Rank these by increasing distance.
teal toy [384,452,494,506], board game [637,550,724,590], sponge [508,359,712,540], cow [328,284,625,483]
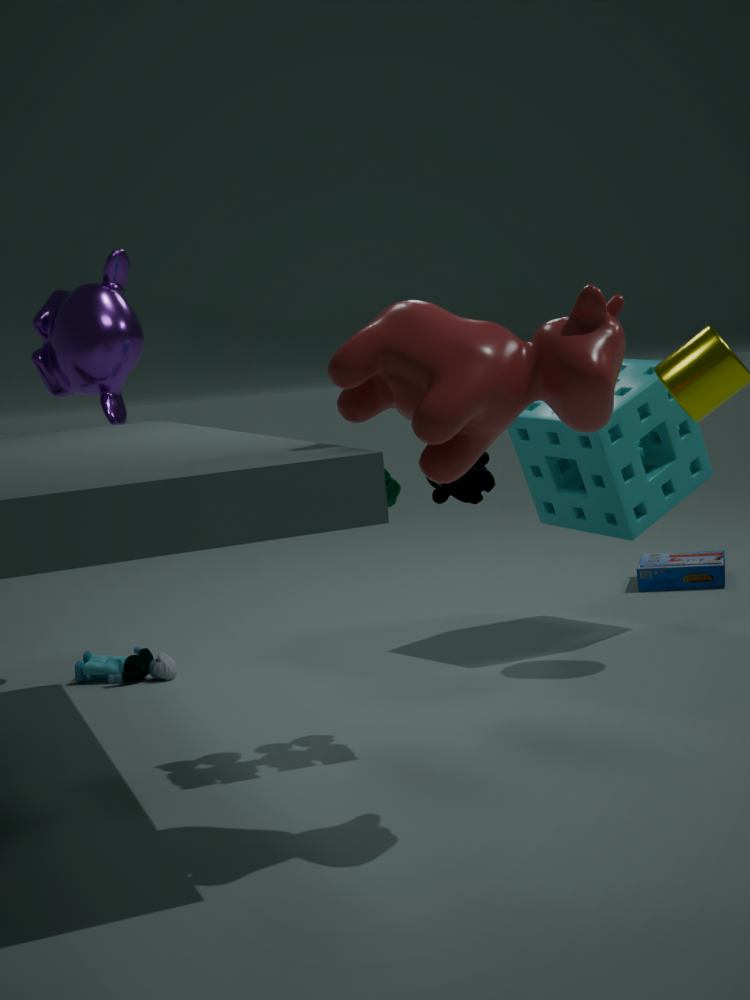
cow [328,284,625,483], teal toy [384,452,494,506], sponge [508,359,712,540], board game [637,550,724,590]
